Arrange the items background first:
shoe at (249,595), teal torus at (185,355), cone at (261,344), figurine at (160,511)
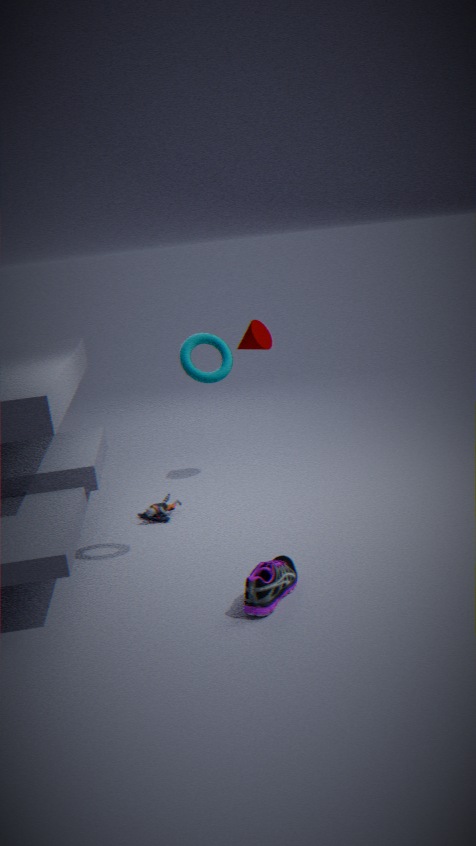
cone at (261,344)
figurine at (160,511)
teal torus at (185,355)
shoe at (249,595)
